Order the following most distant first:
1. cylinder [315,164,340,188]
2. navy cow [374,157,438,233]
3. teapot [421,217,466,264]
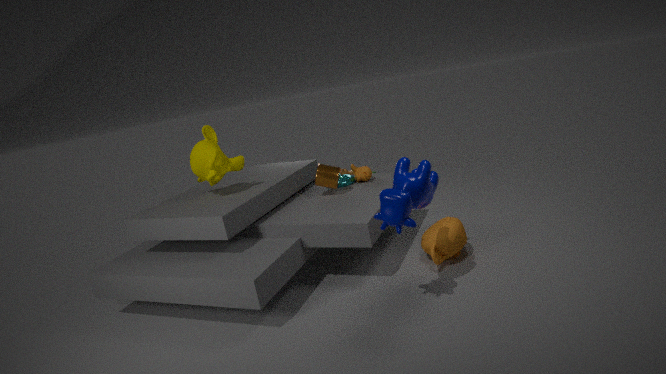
cylinder [315,164,340,188] → teapot [421,217,466,264] → navy cow [374,157,438,233]
